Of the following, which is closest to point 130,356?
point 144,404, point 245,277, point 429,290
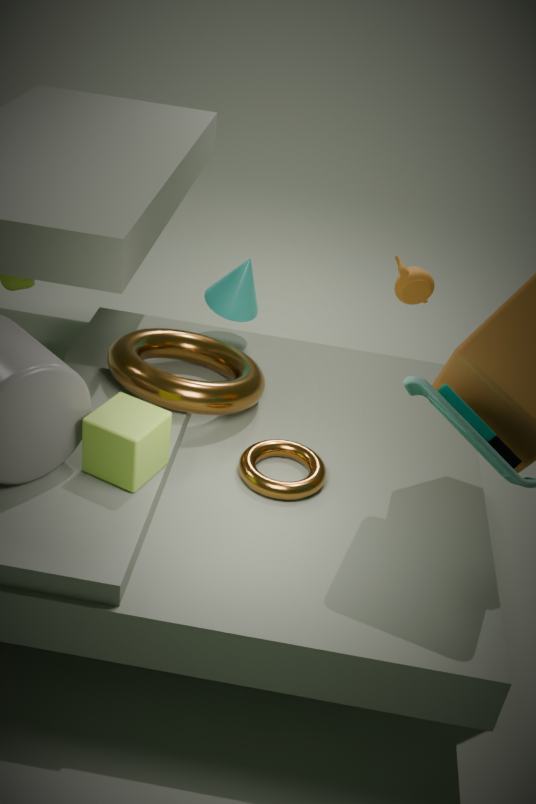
point 245,277
